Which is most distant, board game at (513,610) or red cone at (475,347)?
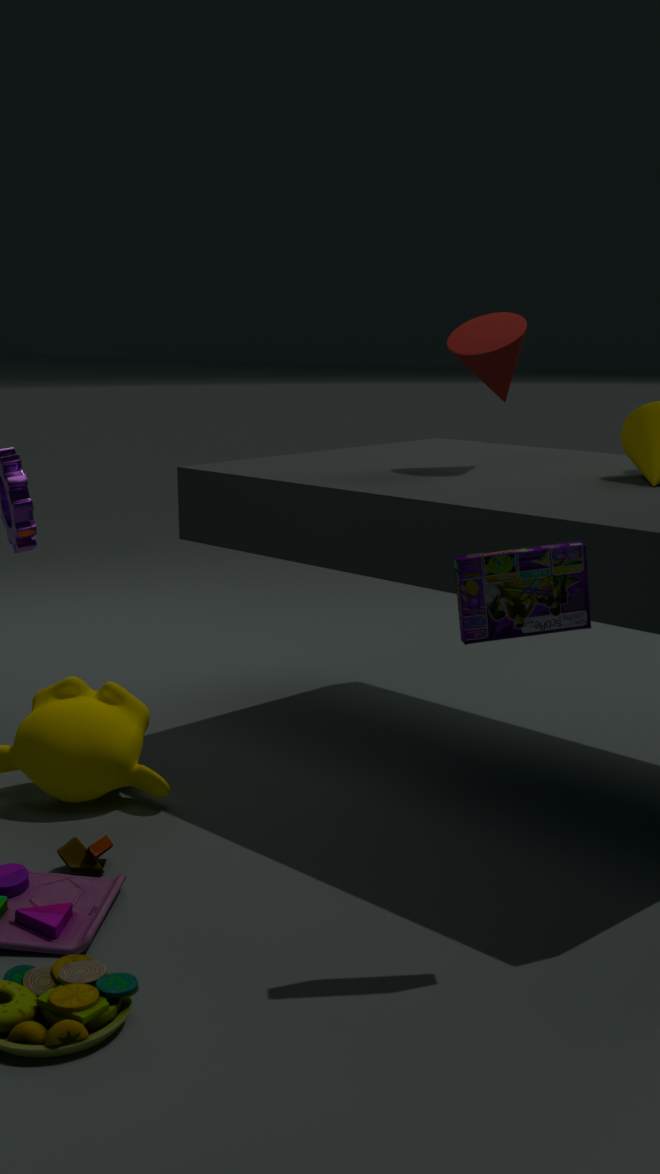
red cone at (475,347)
